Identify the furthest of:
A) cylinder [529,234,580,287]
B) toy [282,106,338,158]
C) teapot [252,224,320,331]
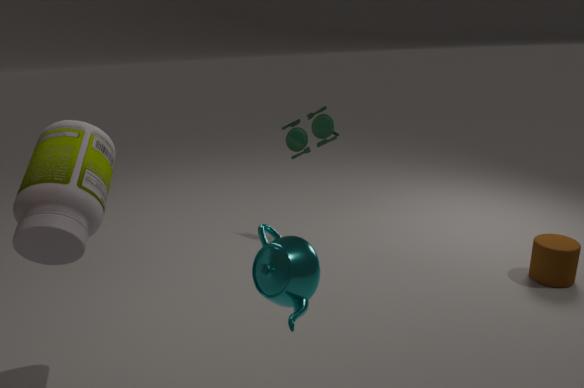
toy [282,106,338,158]
